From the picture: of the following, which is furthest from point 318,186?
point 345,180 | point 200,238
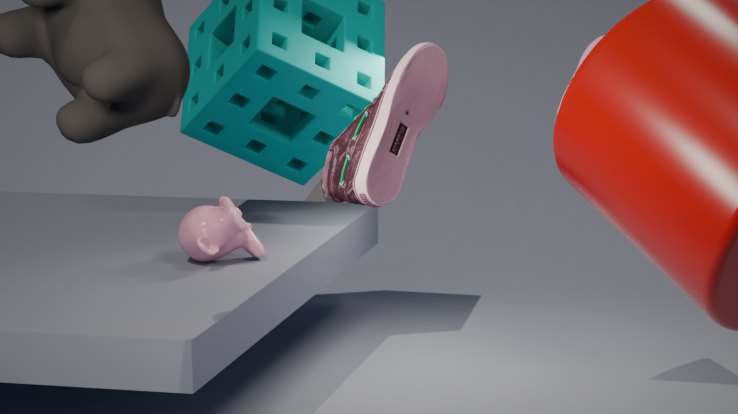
point 345,180
